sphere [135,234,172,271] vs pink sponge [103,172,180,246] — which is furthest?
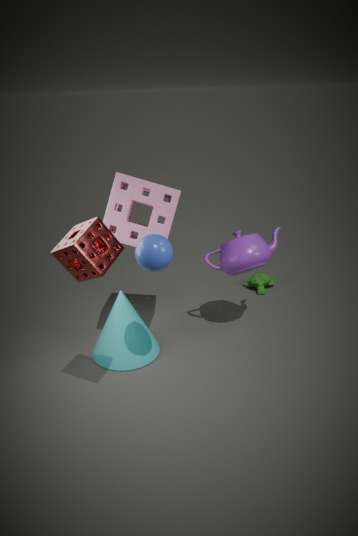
pink sponge [103,172,180,246]
